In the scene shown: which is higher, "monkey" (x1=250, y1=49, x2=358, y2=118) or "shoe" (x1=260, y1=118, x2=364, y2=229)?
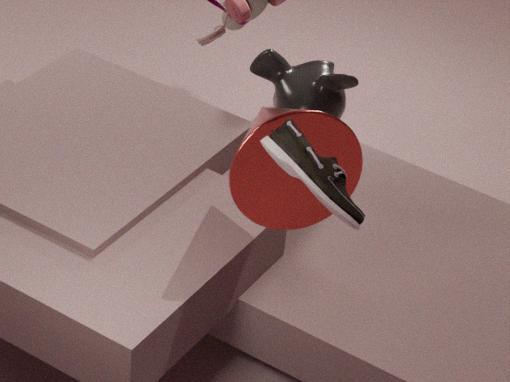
"shoe" (x1=260, y1=118, x2=364, y2=229)
